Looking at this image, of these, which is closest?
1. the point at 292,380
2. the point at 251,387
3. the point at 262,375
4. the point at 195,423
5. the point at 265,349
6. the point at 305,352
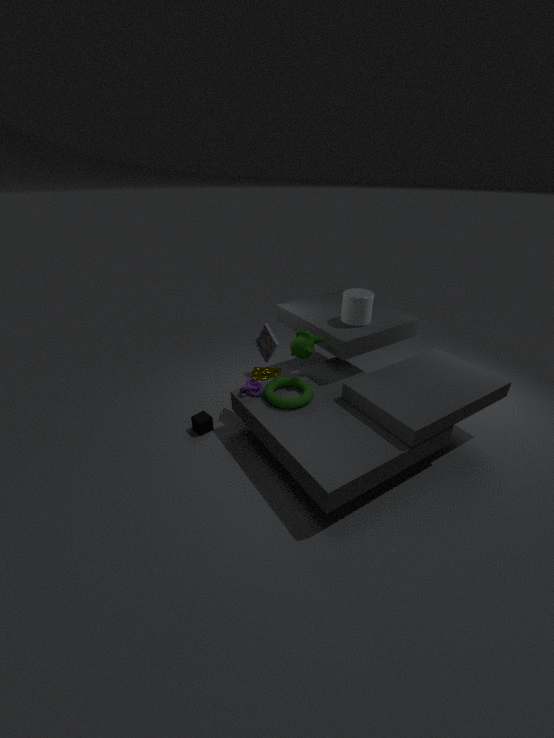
the point at 251,387
